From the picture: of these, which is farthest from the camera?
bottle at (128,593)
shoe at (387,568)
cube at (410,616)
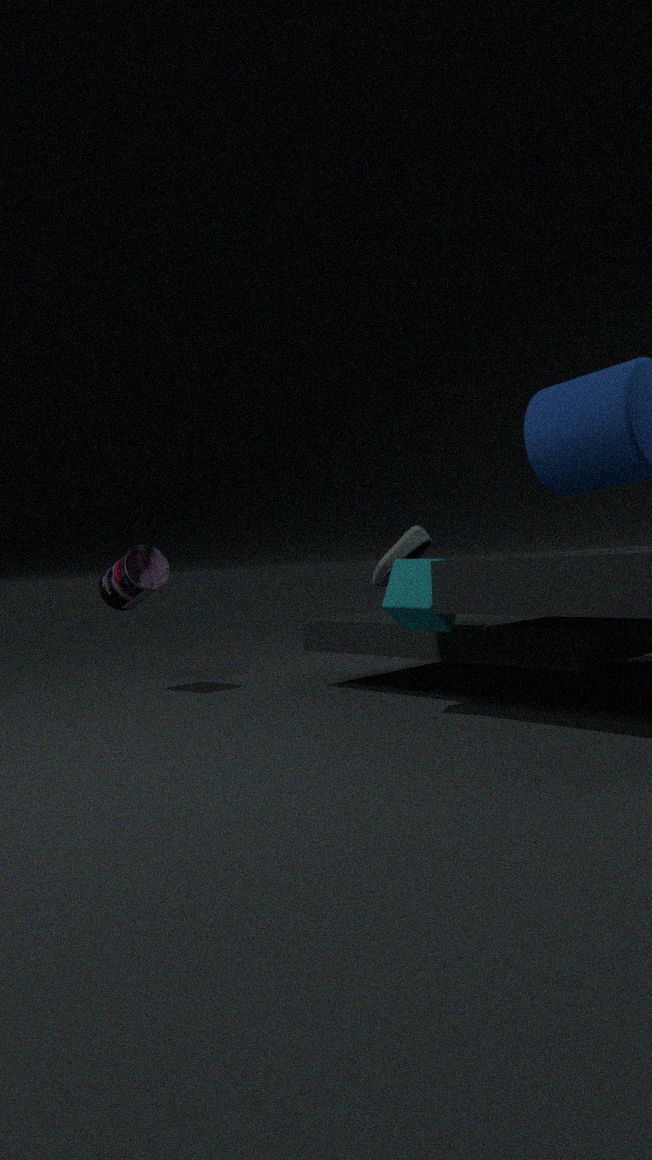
shoe at (387,568)
